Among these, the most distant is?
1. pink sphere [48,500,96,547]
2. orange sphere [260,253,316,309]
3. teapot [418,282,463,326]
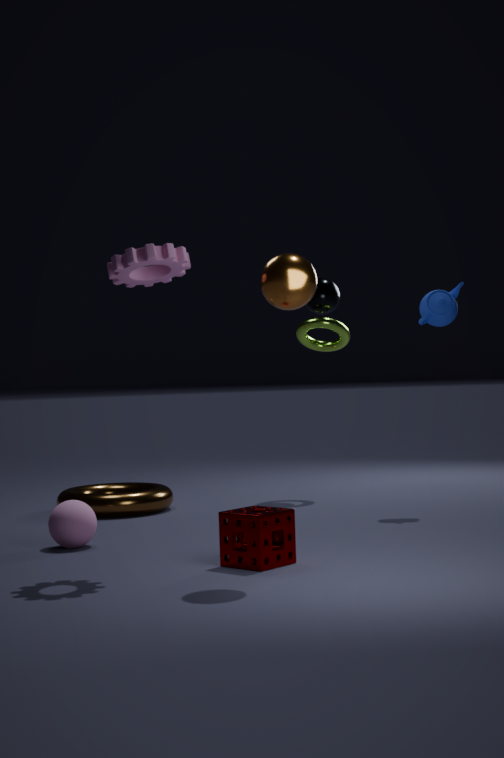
teapot [418,282,463,326]
